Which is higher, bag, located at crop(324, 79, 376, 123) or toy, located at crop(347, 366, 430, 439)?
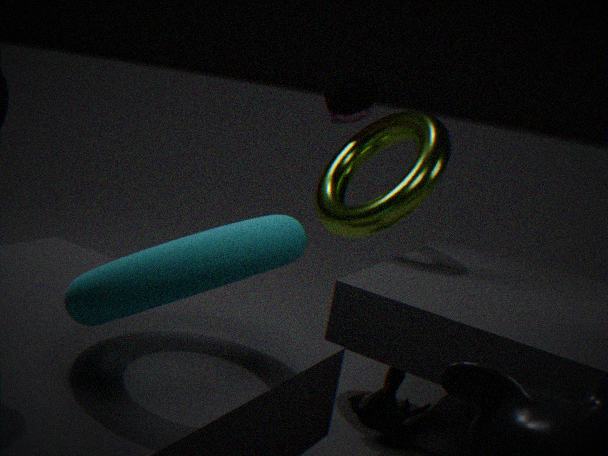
bag, located at crop(324, 79, 376, 123)
